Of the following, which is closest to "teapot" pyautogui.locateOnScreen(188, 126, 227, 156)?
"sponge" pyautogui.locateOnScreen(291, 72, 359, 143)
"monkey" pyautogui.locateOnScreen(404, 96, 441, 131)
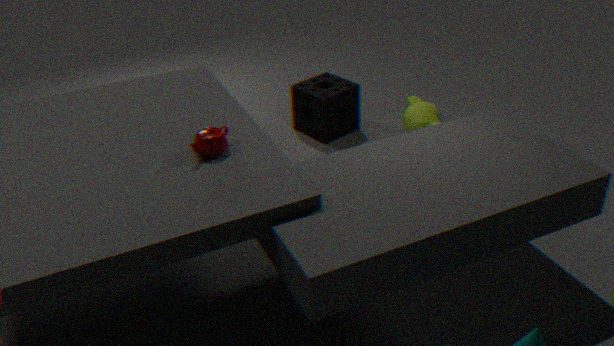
"sponge" pyautogui.locateOnScreen(291, 72, 359, 143)
